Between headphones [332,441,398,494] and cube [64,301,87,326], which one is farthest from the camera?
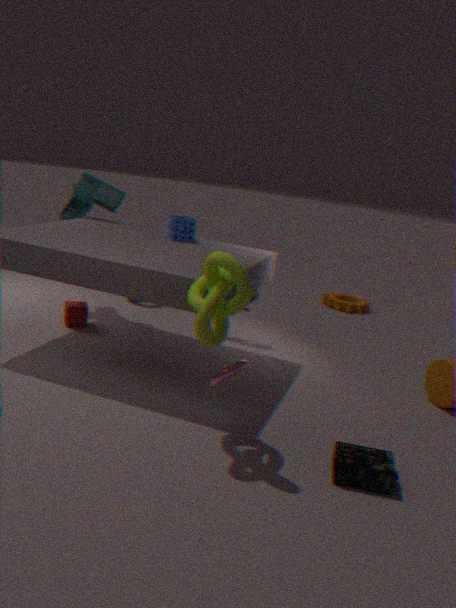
cube [64,301,87,326]
